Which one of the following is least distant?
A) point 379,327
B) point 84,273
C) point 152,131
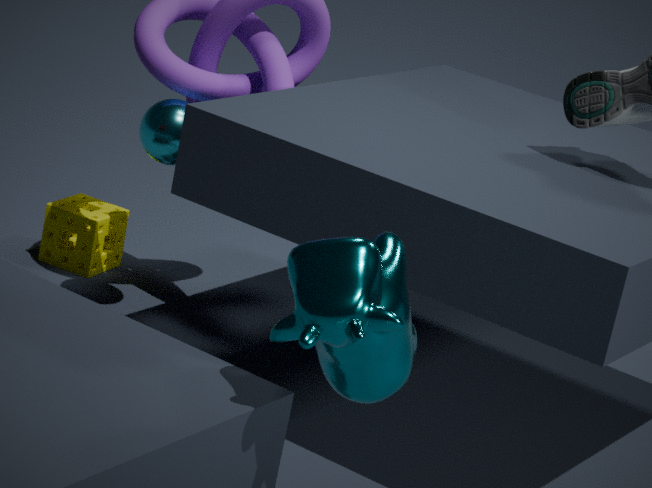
point 379,327
